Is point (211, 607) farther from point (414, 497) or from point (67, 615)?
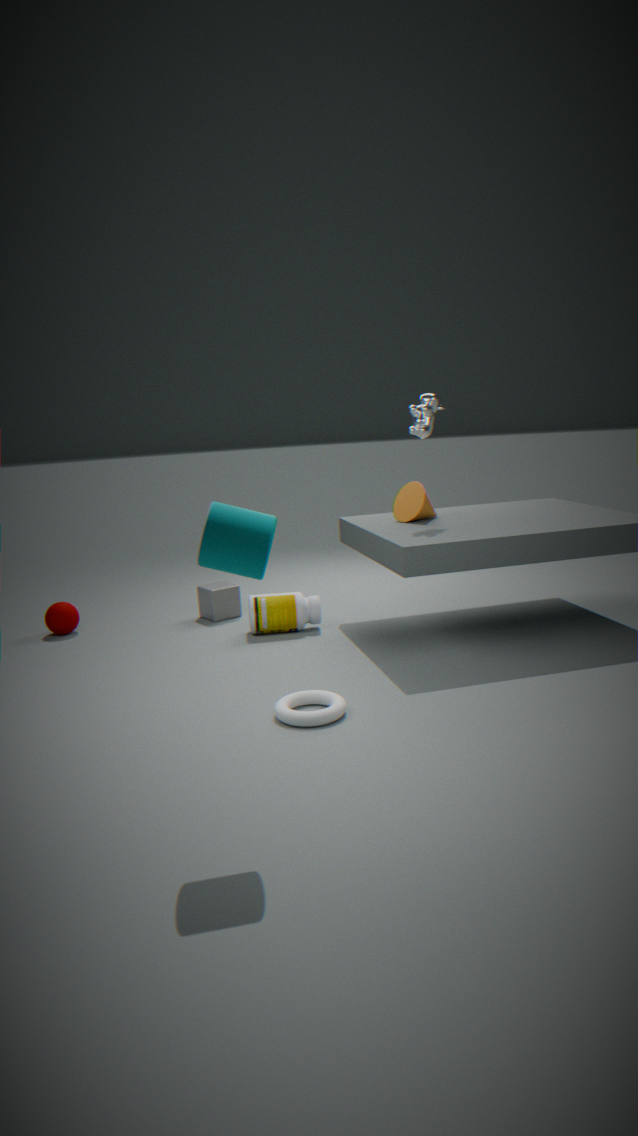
point (414, 497)
